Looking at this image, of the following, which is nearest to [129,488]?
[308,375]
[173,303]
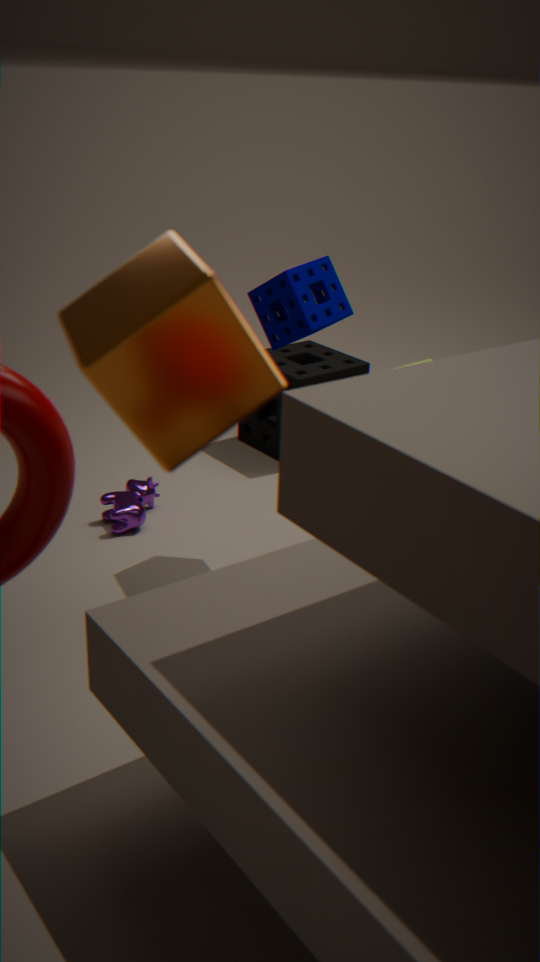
[308,375]
